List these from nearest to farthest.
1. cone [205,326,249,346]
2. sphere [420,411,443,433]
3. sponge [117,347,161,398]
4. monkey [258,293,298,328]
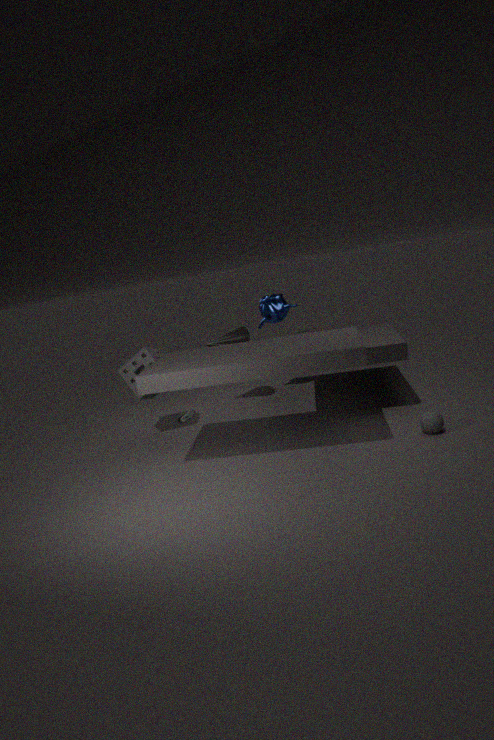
1. sphere [420,411,443,433]
2. sponge [117,347,161,398]
3. cone [205,326,249,346]
4. monkey [258,293,298,328]
